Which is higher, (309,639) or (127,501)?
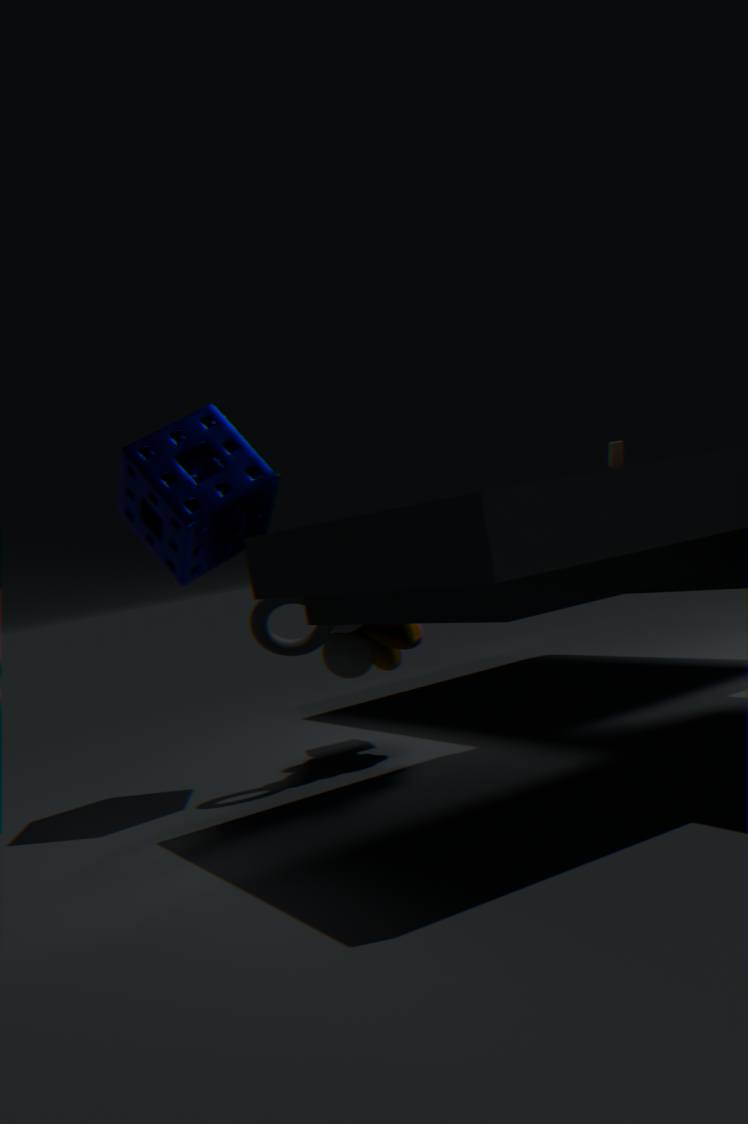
(127,501)
